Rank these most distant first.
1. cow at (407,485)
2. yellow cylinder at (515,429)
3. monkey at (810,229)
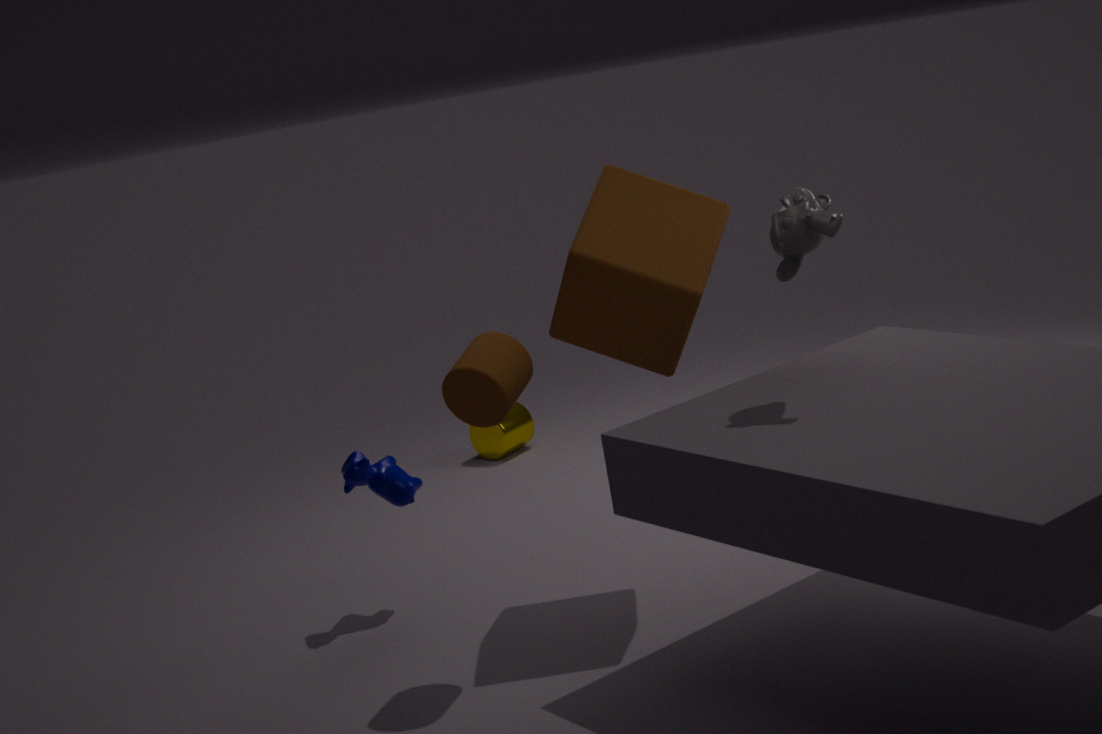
yellow cylinder at (515,429) < cow at (407,485) < monkey at (810,229)
